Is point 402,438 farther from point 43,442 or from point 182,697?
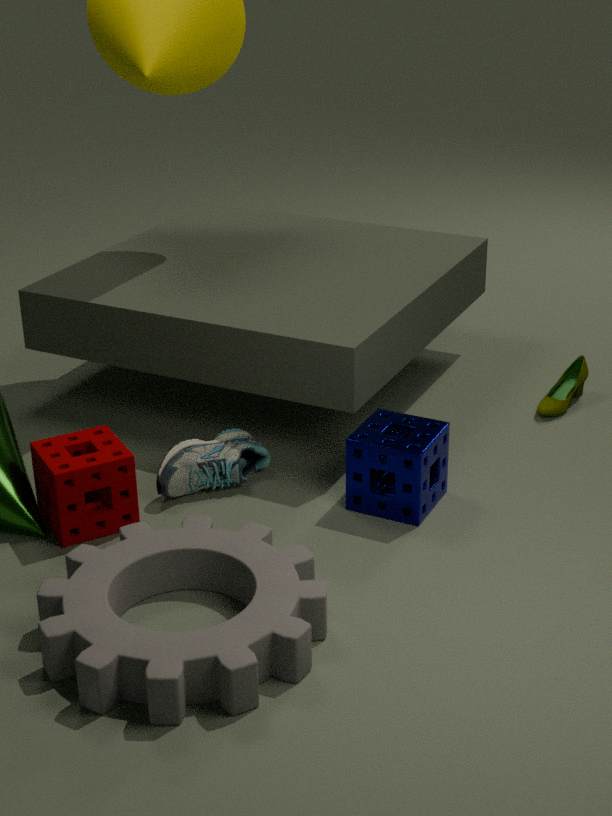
point 43,442
